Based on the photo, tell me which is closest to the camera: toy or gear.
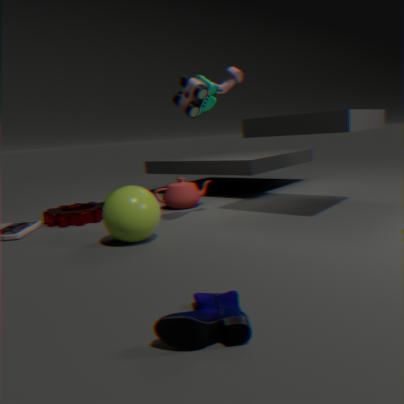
toy
